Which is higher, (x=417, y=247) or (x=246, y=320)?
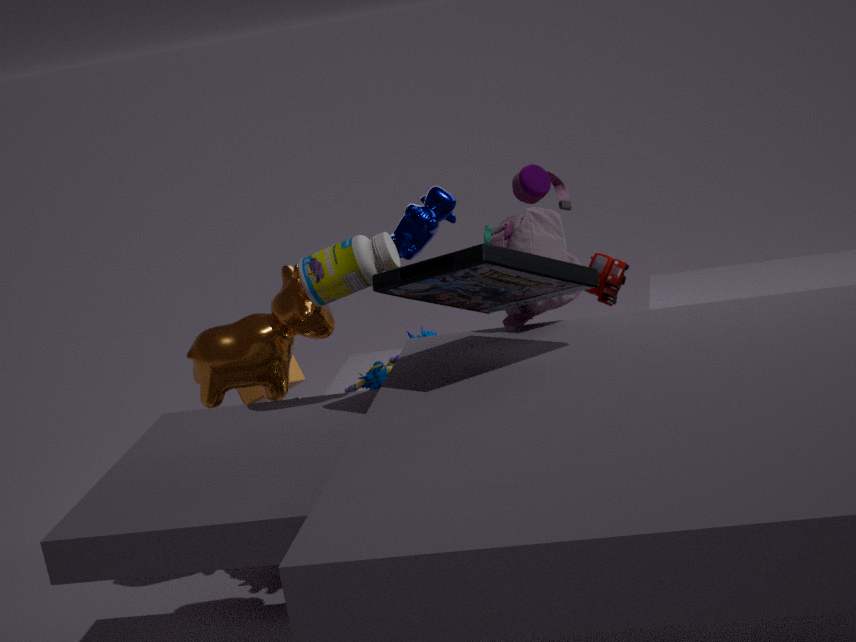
(x=417, y=247)
